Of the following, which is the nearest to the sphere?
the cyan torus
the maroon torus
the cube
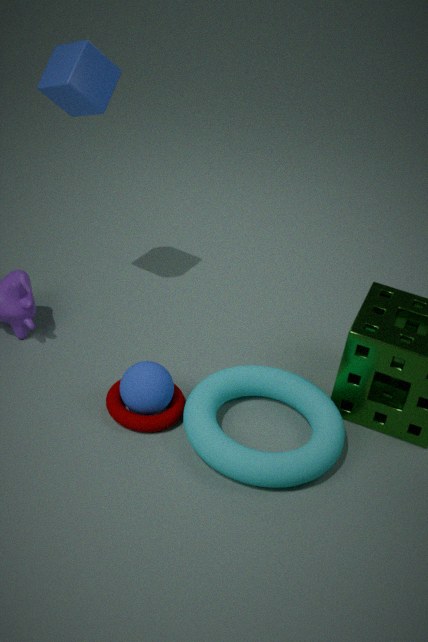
the maroon torus
